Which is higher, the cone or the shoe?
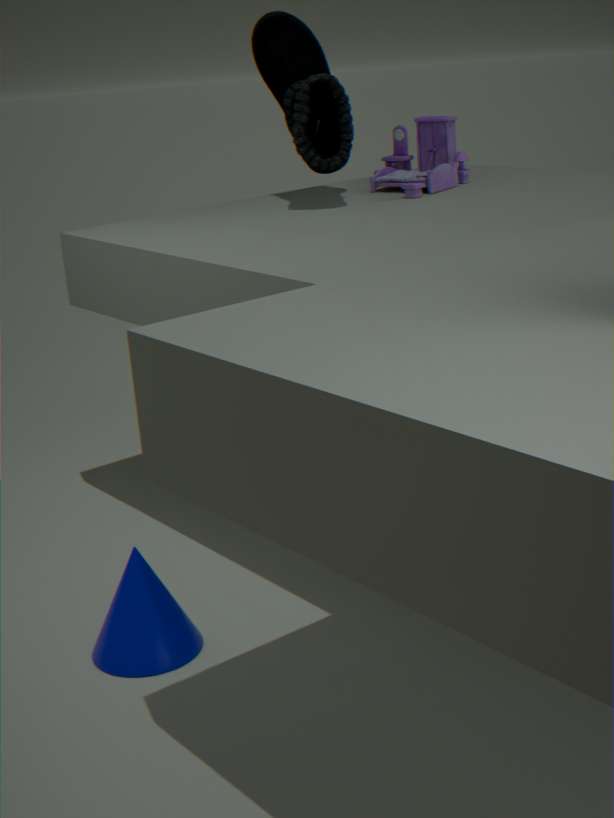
the shoe
